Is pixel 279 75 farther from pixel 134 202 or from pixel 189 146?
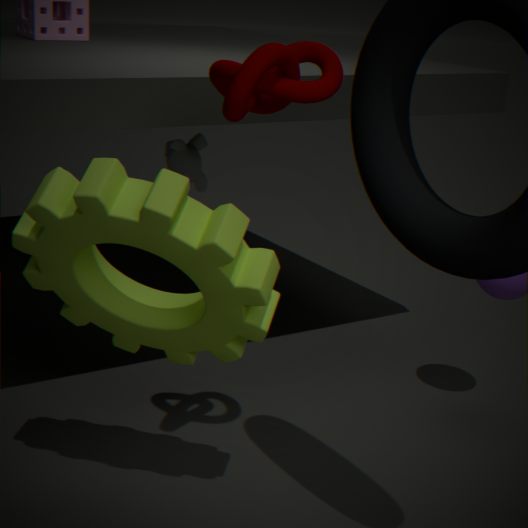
pixel 189 146
